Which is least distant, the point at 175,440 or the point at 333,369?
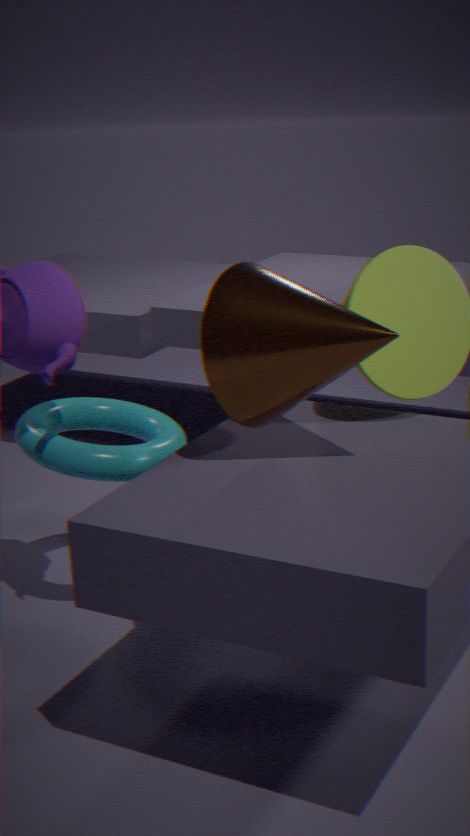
the point at 333,369
